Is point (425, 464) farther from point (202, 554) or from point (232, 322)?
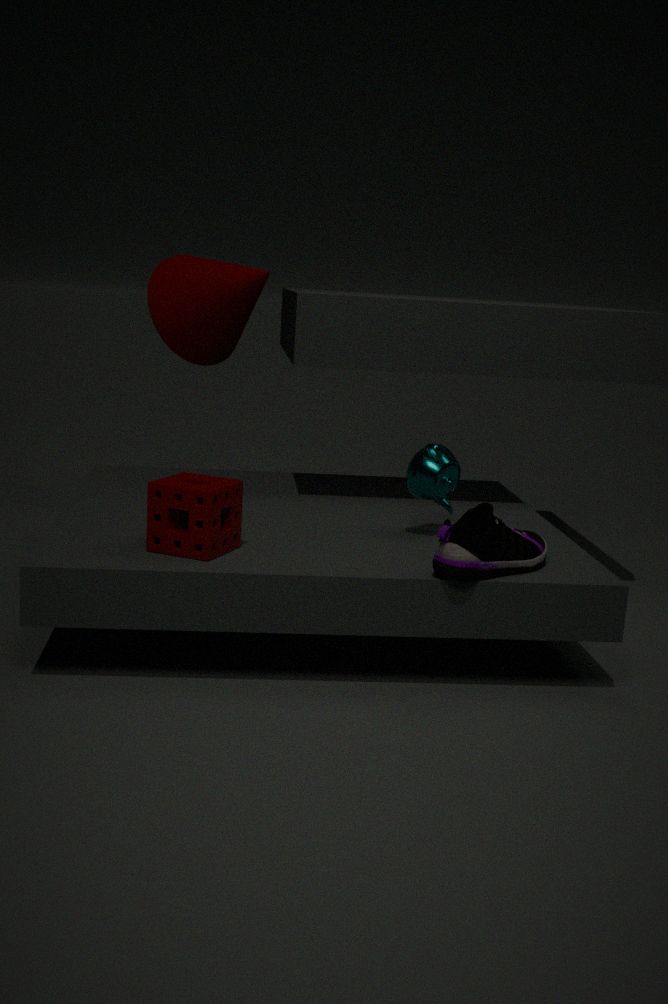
point (232, 322)
